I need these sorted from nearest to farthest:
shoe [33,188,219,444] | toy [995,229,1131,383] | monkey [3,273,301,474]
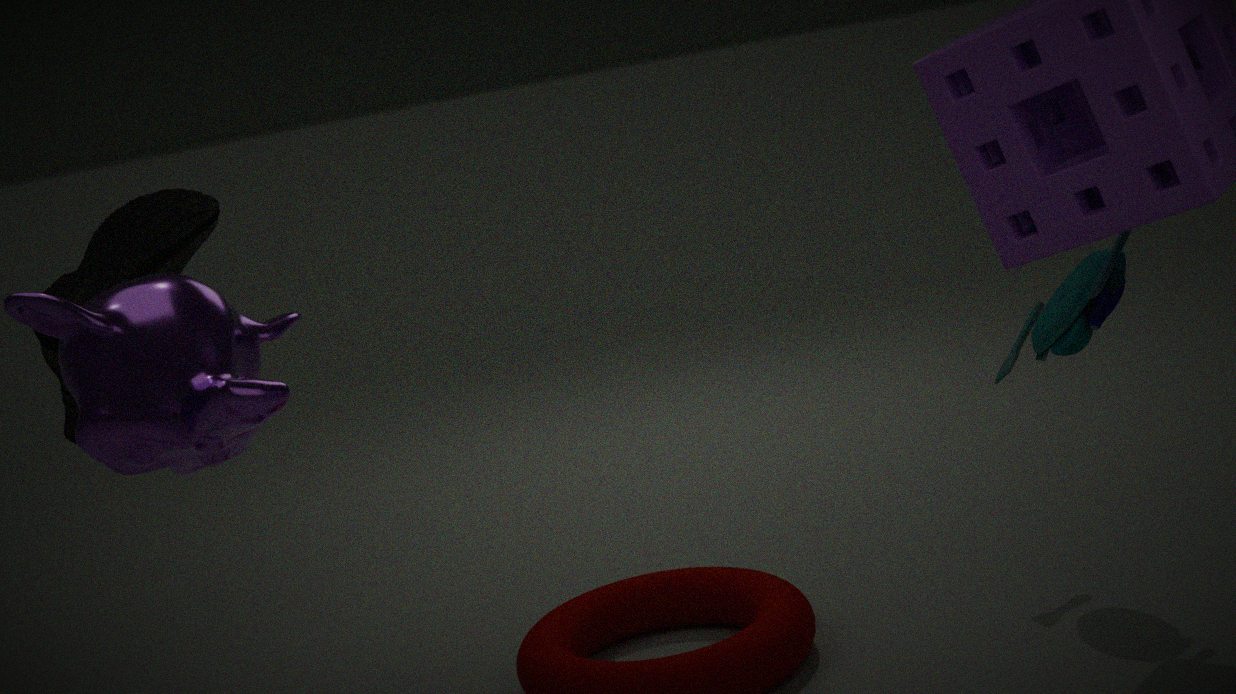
1. monkey [3,273,301,474]
2. toy [995,229,1131,383]
3. shoe [33,188,219,444]
